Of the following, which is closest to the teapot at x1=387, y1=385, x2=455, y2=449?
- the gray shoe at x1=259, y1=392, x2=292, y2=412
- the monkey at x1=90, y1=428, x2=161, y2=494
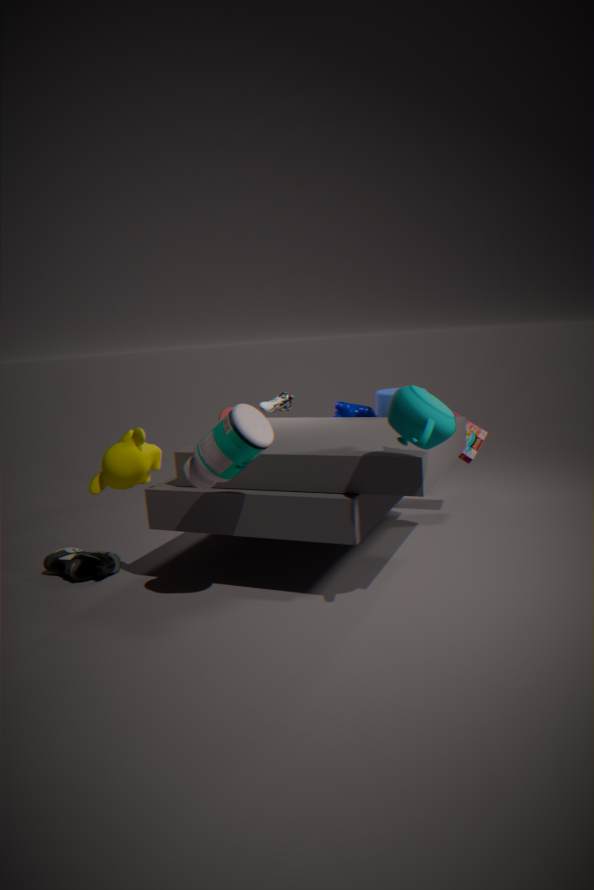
the monkey at x1=90, y1=428, x2=161, y2=494
